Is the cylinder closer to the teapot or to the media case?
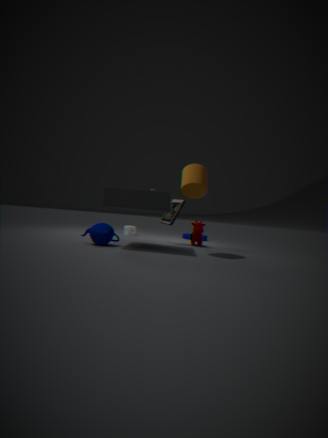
the media case
